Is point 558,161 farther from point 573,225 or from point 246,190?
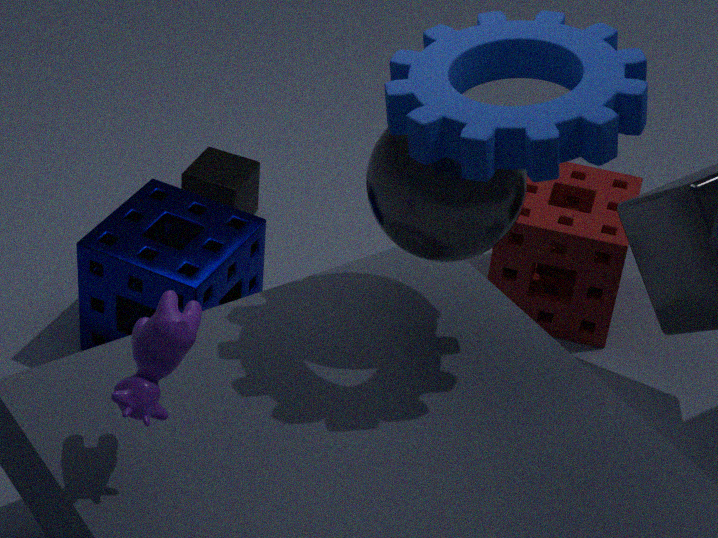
point 246,190
